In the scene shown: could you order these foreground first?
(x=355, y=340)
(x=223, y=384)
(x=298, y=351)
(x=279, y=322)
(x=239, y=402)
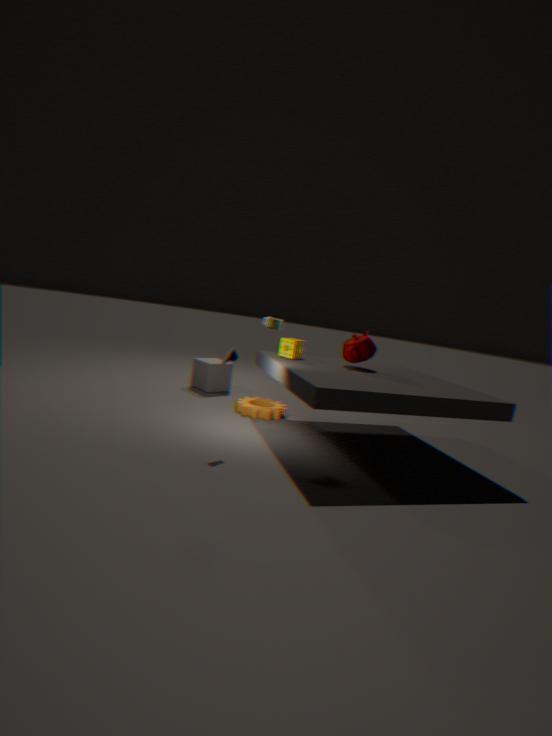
1. (x=355, y=340)
2. (x=298, y=351)
3. (x=239, y=402)
4. (x=279, y=322)
5. (x=223, y=384)
